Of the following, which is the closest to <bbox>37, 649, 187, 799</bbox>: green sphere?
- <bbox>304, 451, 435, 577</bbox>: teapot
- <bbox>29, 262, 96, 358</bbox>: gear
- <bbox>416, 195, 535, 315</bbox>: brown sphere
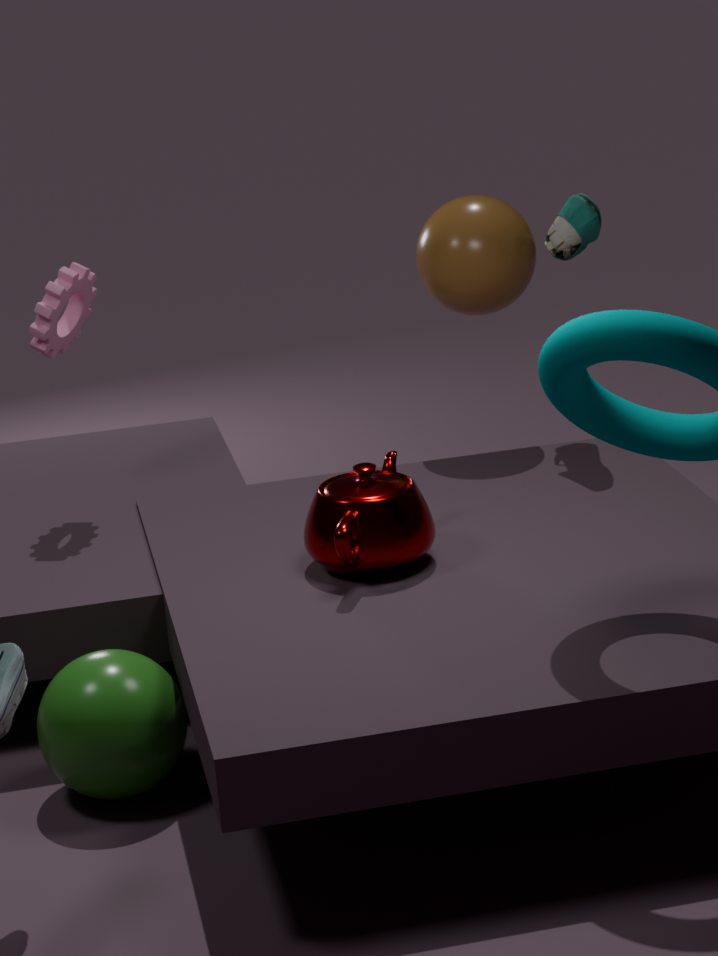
<bbox>304, 451, 435, 577</bbox>: teapot
